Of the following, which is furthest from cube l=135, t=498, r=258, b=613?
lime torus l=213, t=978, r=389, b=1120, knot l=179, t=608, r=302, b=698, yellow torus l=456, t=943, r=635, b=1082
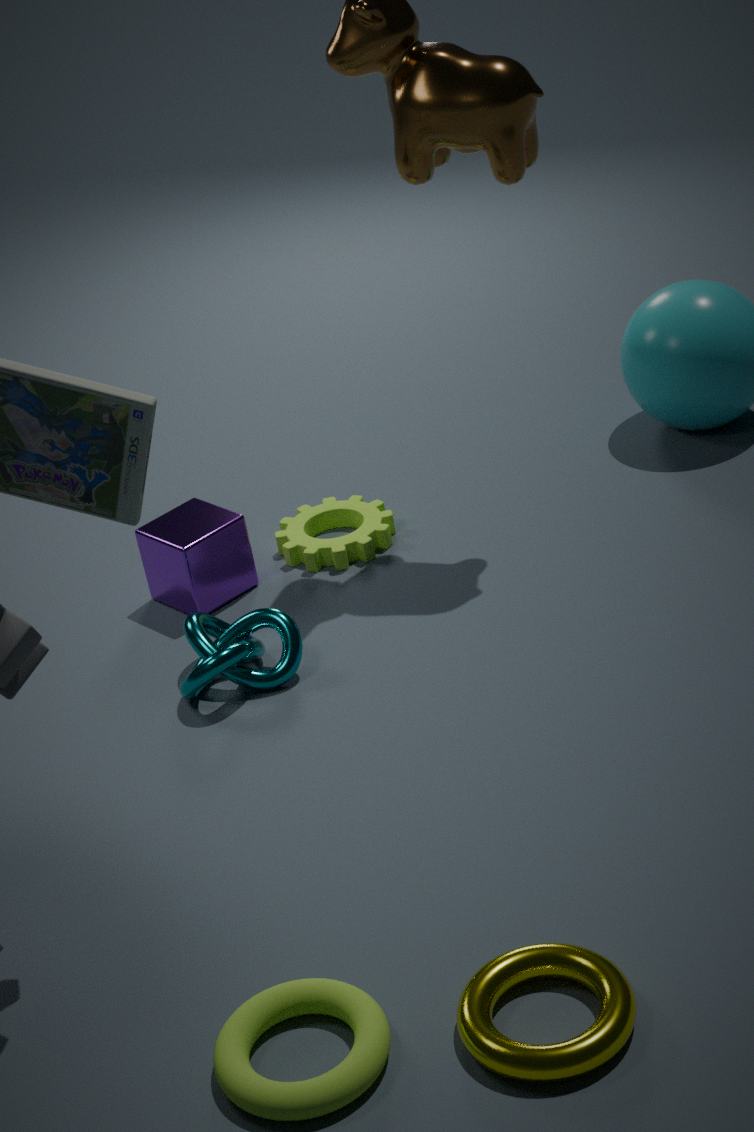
yellow torus l=456, t=943, r=635, b=1082
